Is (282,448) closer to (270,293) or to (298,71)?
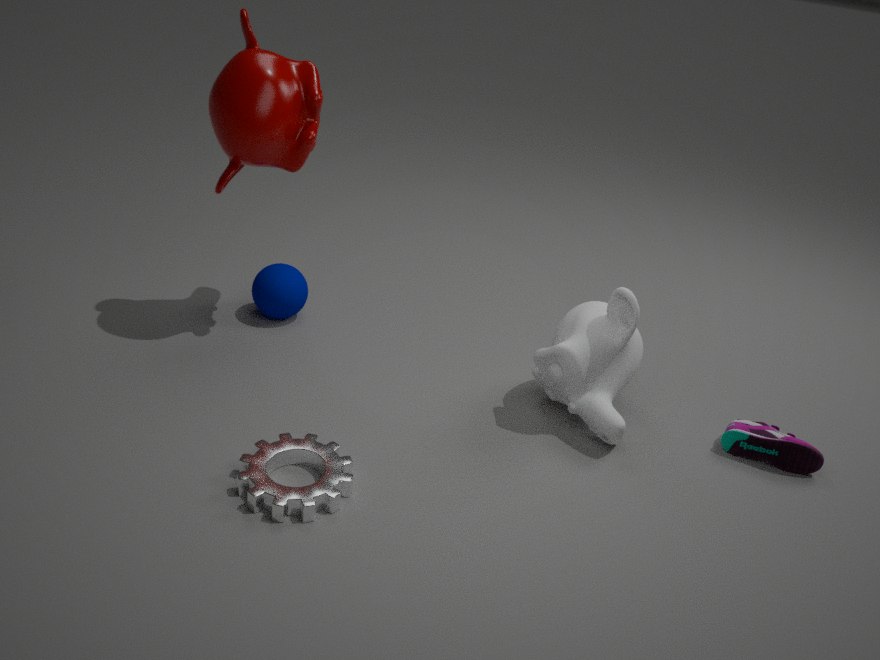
(270,293)
